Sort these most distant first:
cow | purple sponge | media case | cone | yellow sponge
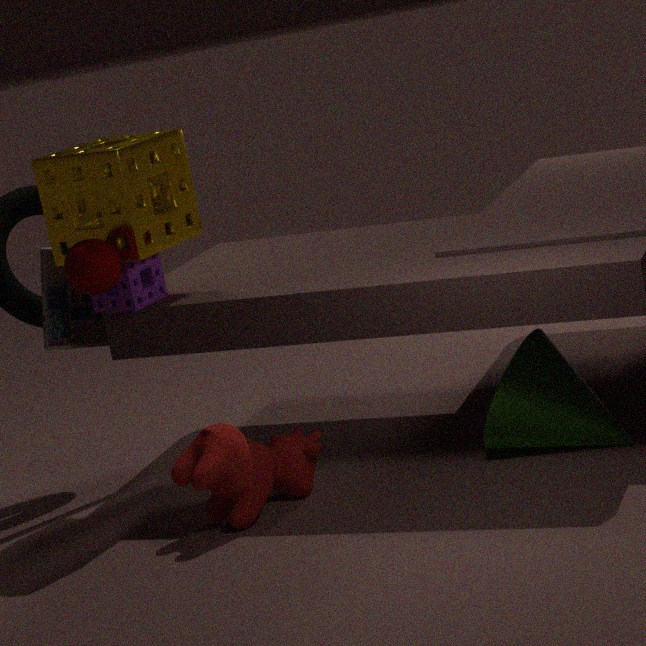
media case, purple sponge, cone, yellow sponge, cow
